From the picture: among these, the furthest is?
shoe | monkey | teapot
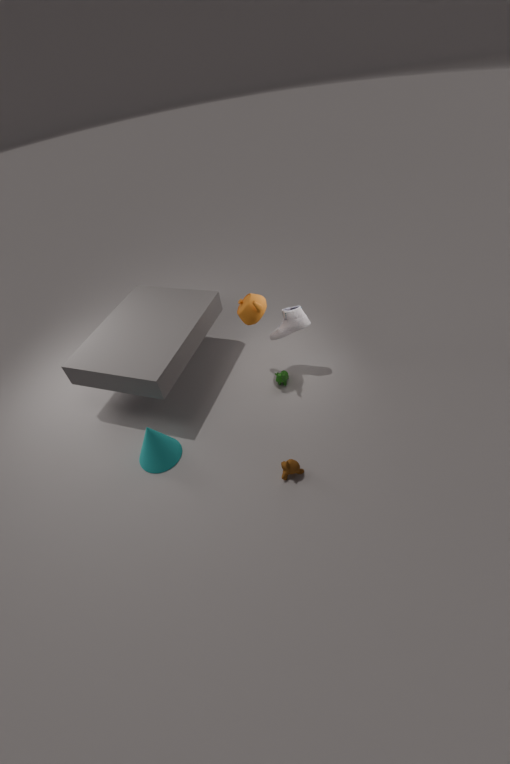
shoe
